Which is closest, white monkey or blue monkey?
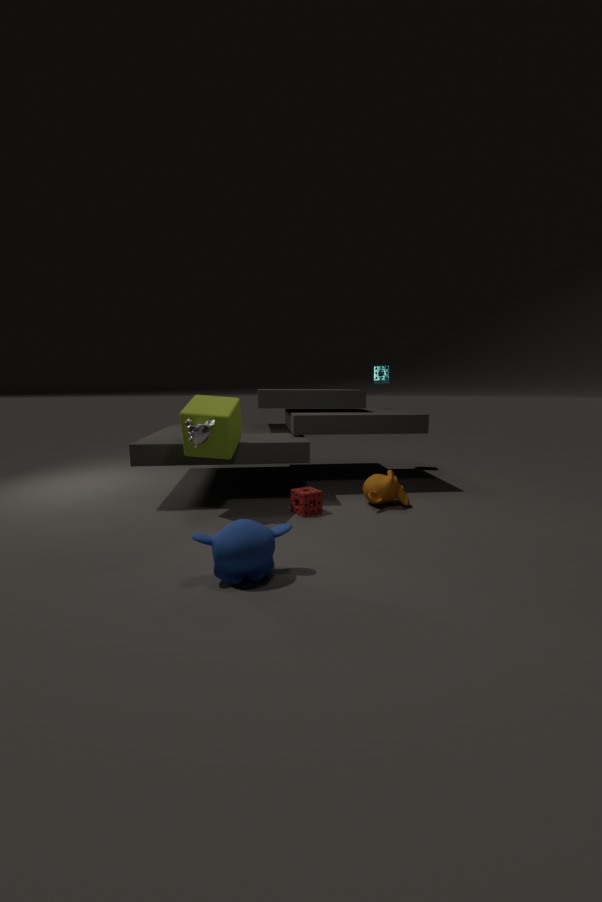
blue monkey
